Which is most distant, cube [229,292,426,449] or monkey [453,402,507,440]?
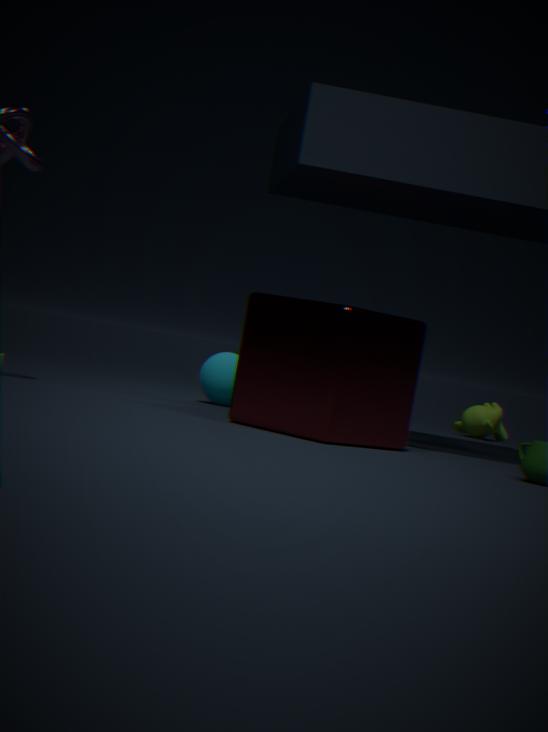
monkey [453,402,507,440]
